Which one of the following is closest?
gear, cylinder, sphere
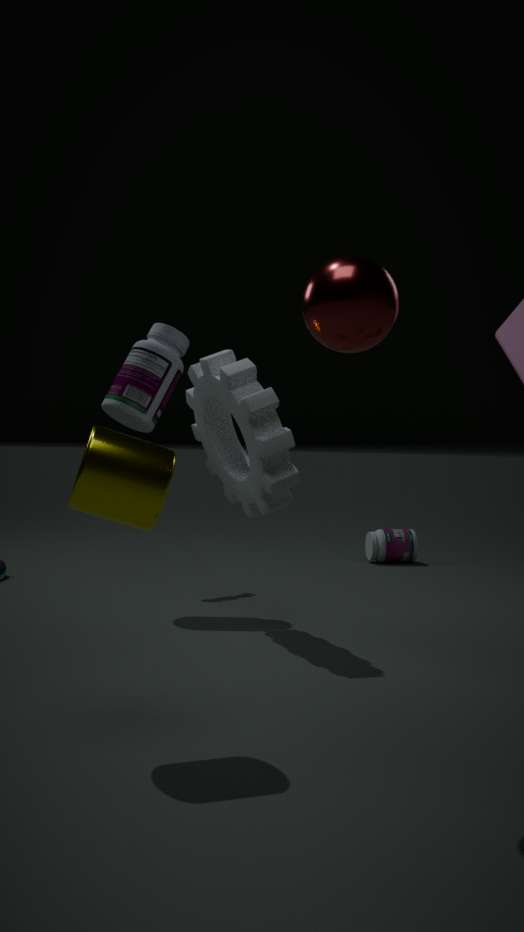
sphere
